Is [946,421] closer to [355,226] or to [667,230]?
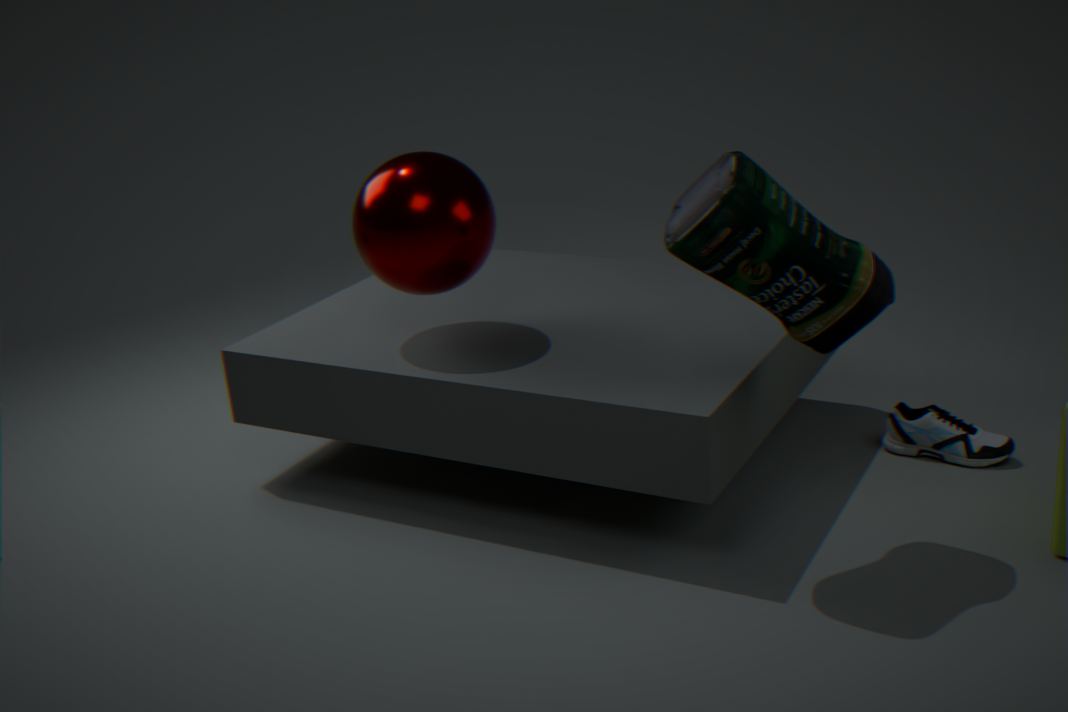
[667,230]
